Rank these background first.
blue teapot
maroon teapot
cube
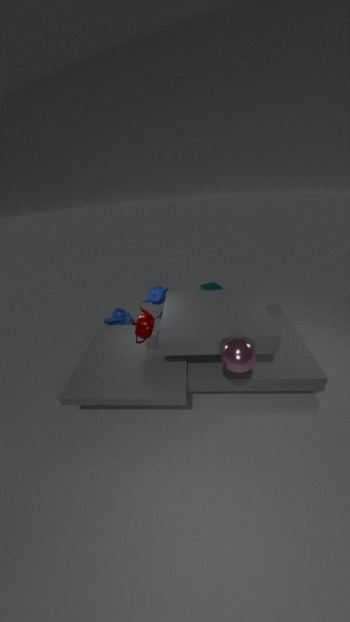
cube → blue teapot → maroon teapot
